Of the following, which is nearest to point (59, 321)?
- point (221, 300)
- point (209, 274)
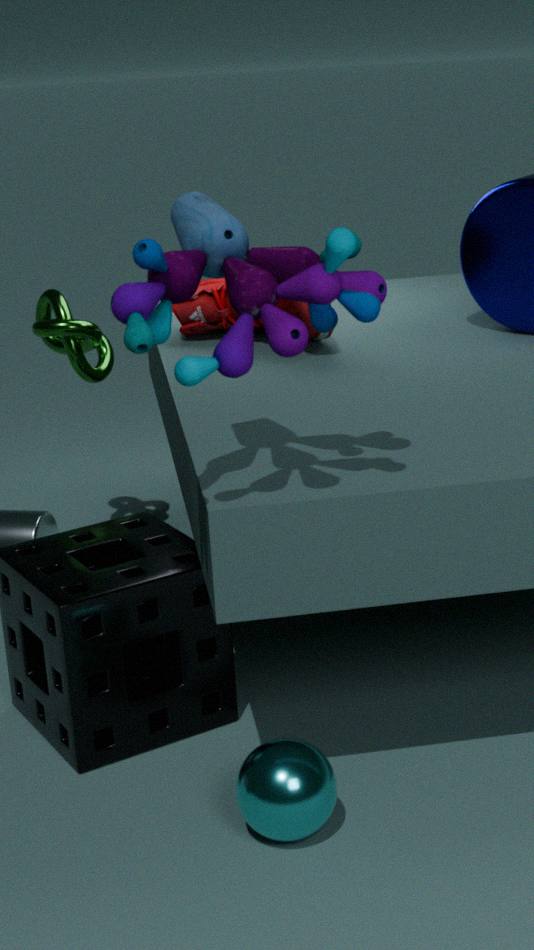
point (221, 300)
